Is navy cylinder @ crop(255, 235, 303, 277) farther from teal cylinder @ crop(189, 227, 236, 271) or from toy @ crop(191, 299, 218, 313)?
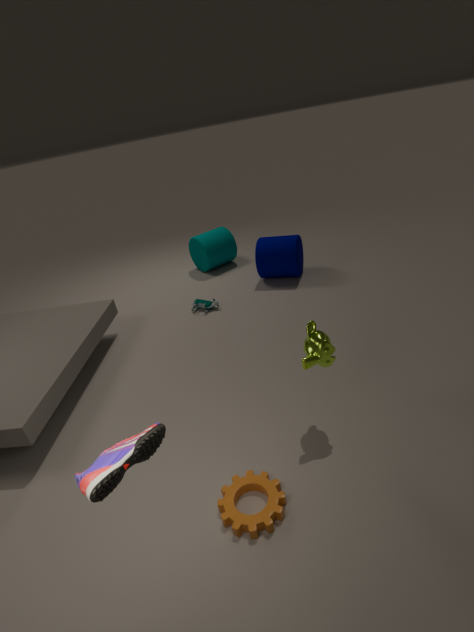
toy @ crop(191, 299, 218, 313)
